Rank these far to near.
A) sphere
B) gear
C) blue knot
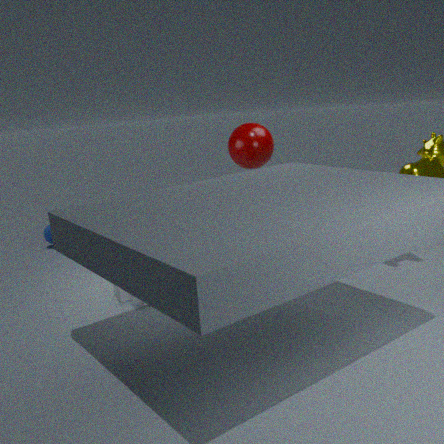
blue knot → sphere → gear
